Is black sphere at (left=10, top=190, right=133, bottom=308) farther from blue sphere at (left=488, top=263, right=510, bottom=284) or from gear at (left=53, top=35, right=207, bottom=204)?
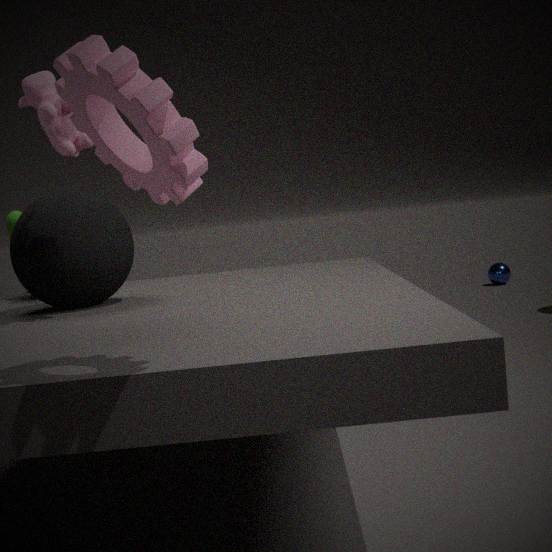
blue sphere at (left=488, top=263, right=510, bottom=284)
